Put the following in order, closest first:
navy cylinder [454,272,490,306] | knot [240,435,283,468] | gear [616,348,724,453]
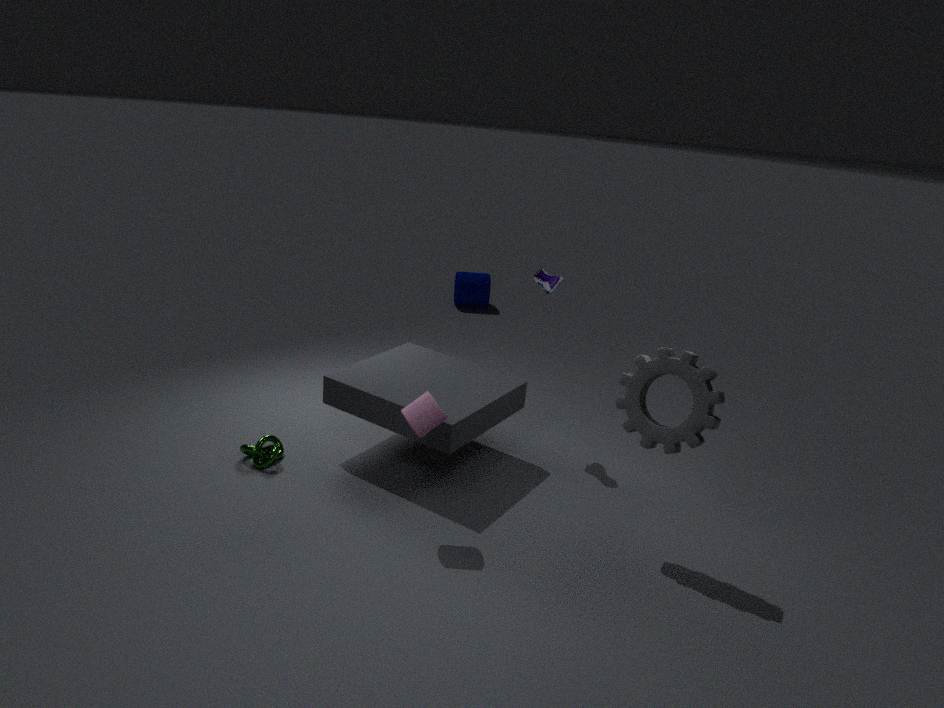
1. gear [616,348,724,453]
2. knot [240,435,283,468]
3. navy cylinder [454,272,490,306]
